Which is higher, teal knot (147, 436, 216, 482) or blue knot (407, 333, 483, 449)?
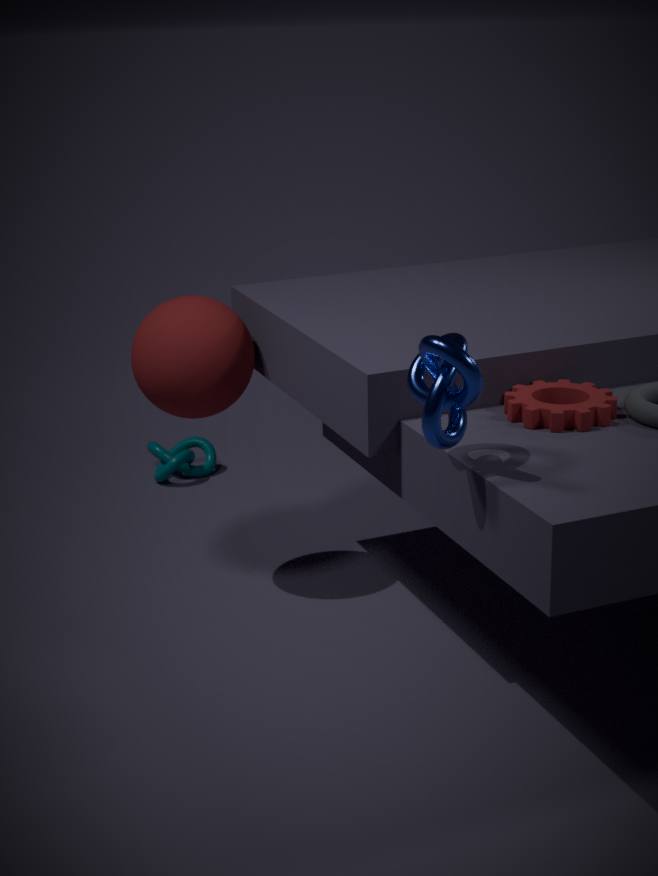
blue knot (407, 333, 483, 449)
